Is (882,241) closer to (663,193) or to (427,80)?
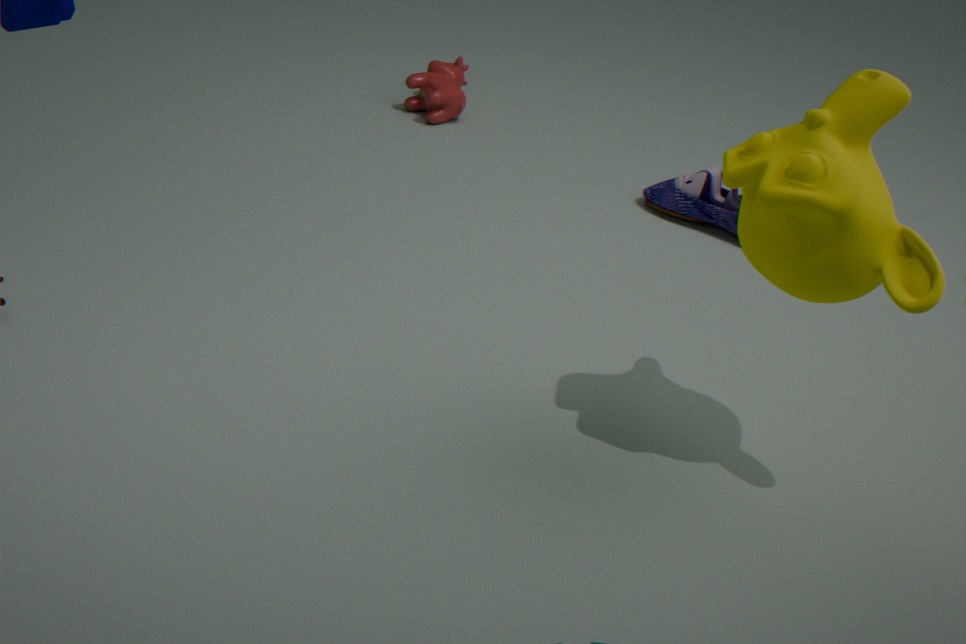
(663,193)
